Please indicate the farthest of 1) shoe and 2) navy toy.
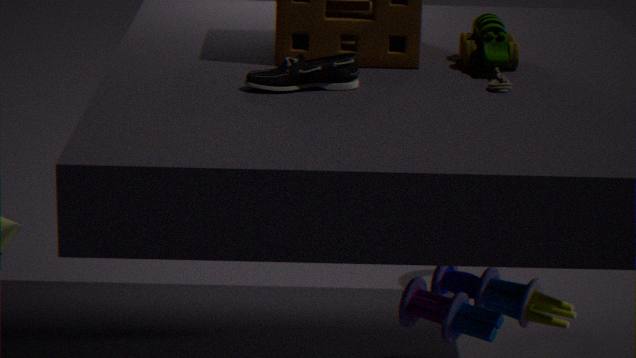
2. navy toy
